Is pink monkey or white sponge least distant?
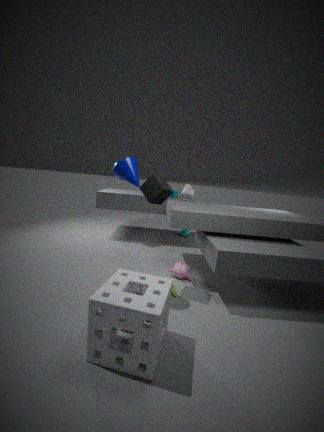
white sponge
